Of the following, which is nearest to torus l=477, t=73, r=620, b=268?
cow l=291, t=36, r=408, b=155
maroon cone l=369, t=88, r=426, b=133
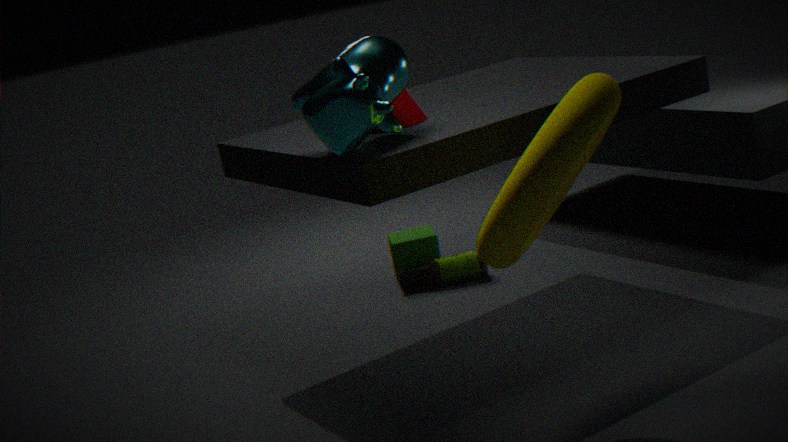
cow l=291, t=36, r=408, b=155
